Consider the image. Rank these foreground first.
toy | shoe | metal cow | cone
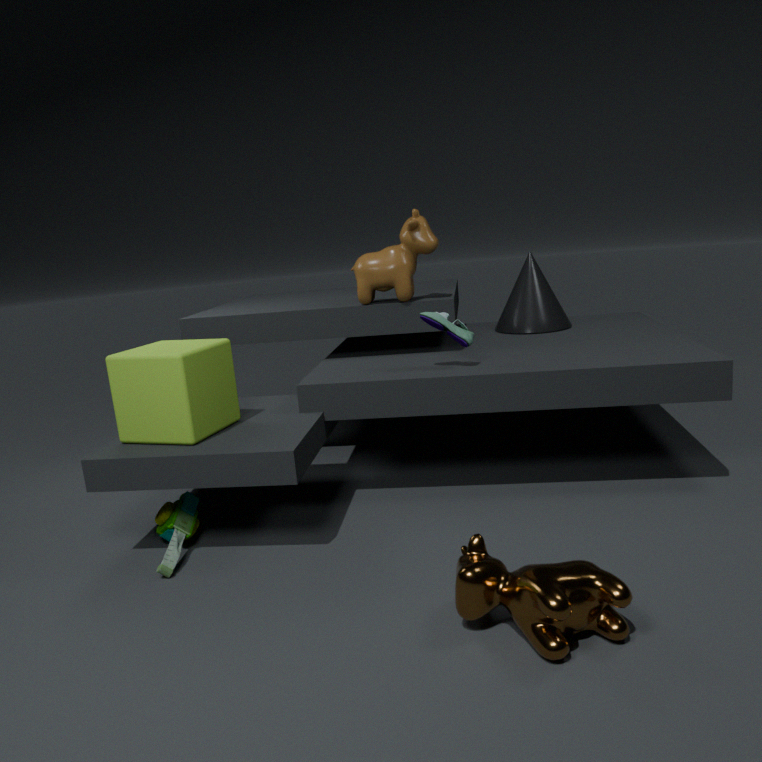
1. metal cow
2. toy
3. shoe
4. cone
